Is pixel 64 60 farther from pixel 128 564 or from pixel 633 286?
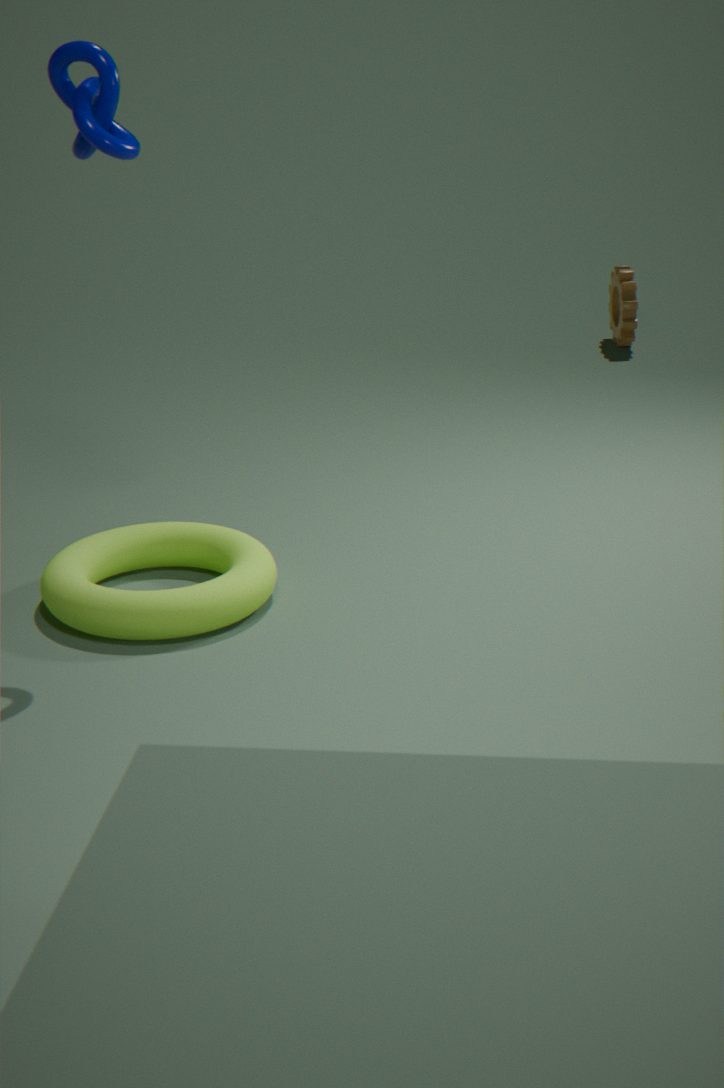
pixel 633 286
